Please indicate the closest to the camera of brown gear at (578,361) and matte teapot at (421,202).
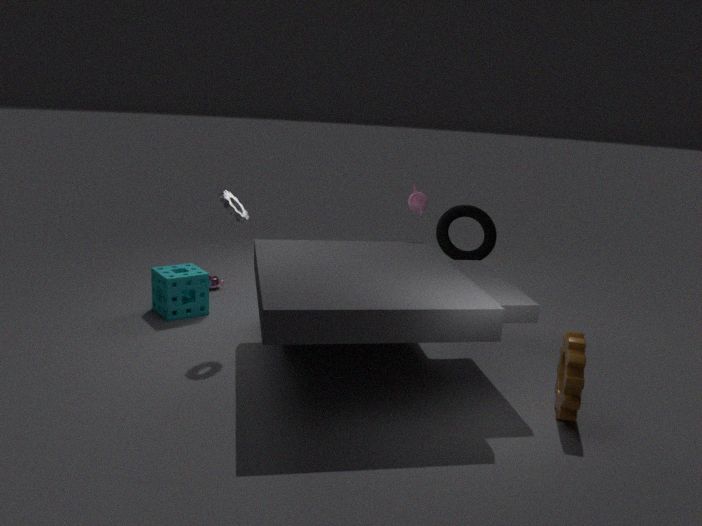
brown gear at (578,361)
